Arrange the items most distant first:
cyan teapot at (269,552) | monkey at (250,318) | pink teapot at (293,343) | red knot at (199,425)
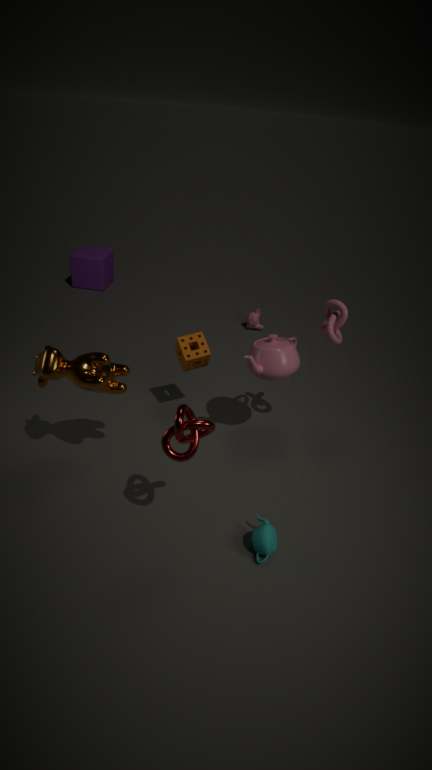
monkey at (250,318), pink teapot at (293,343), cyan teapot at (269,552), red knot at (199,425)
